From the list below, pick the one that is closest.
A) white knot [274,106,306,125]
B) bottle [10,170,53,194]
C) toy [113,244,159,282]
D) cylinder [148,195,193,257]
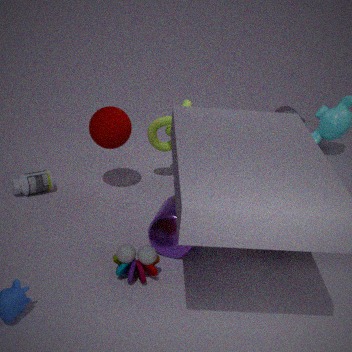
toy [113,244,159,282]
